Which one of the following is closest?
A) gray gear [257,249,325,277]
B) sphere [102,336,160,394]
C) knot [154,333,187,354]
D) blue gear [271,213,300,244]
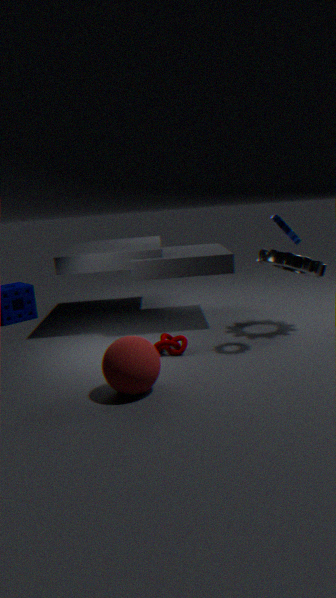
sphere [102,336,160,394]
